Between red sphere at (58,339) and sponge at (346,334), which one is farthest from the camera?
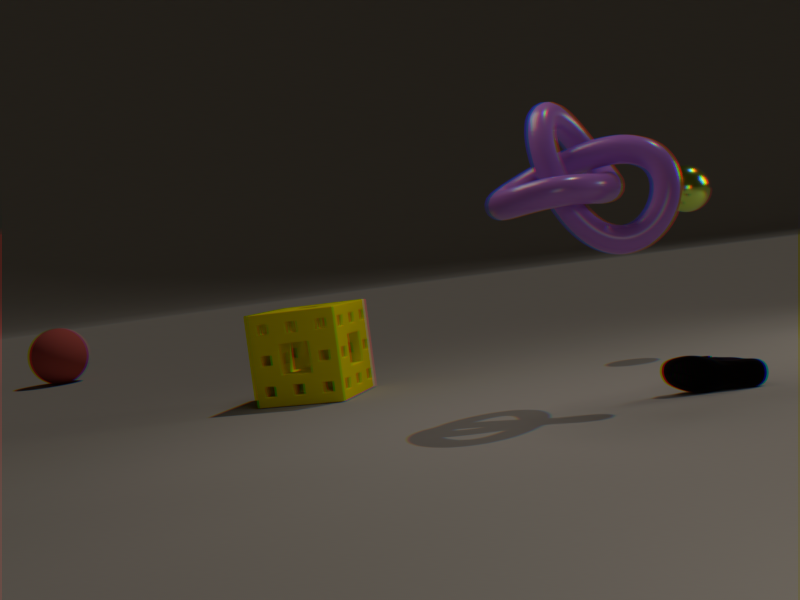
red sphere at (58,339)
